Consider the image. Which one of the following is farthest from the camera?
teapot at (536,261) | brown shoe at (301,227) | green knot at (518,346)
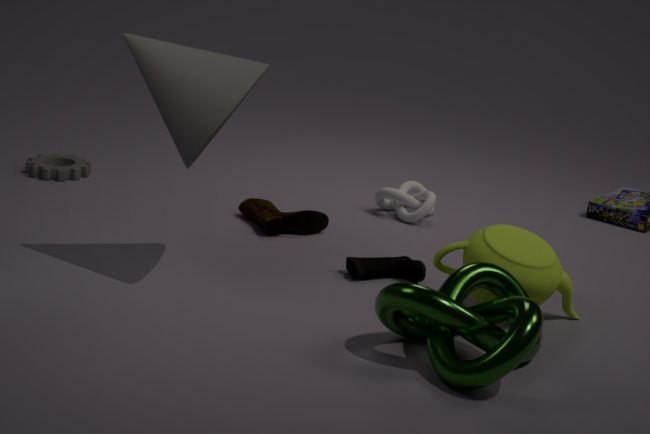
brown shoe at (301,227)
